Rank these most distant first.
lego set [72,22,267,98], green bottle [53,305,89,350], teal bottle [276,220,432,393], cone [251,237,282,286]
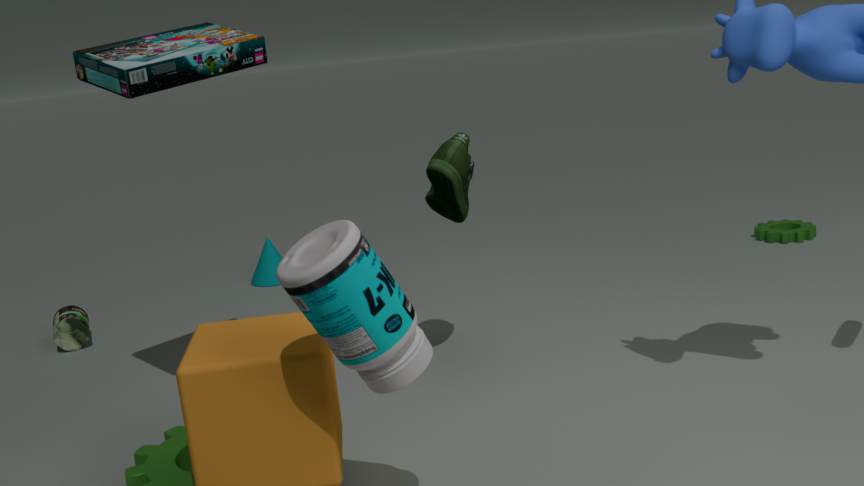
cone [251,237,282,286]
green bottle [53,305,89,350]
lego set [72,22,267,98]
teal bottle [276,220,432,393]
